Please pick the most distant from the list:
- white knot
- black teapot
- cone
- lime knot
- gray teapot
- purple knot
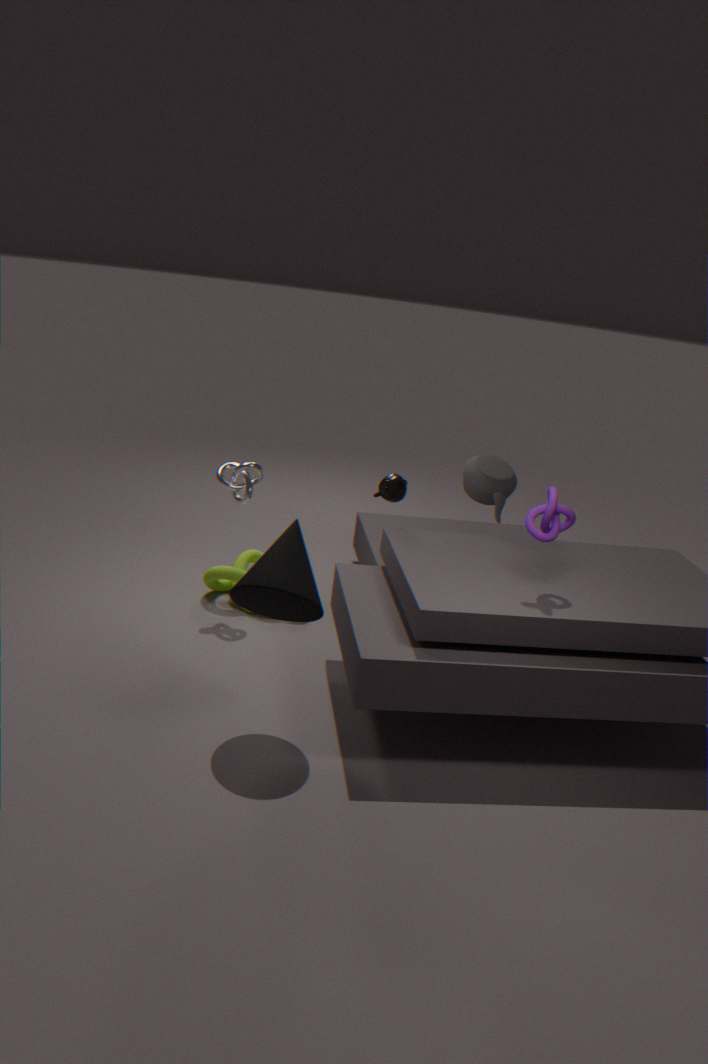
lime knot
